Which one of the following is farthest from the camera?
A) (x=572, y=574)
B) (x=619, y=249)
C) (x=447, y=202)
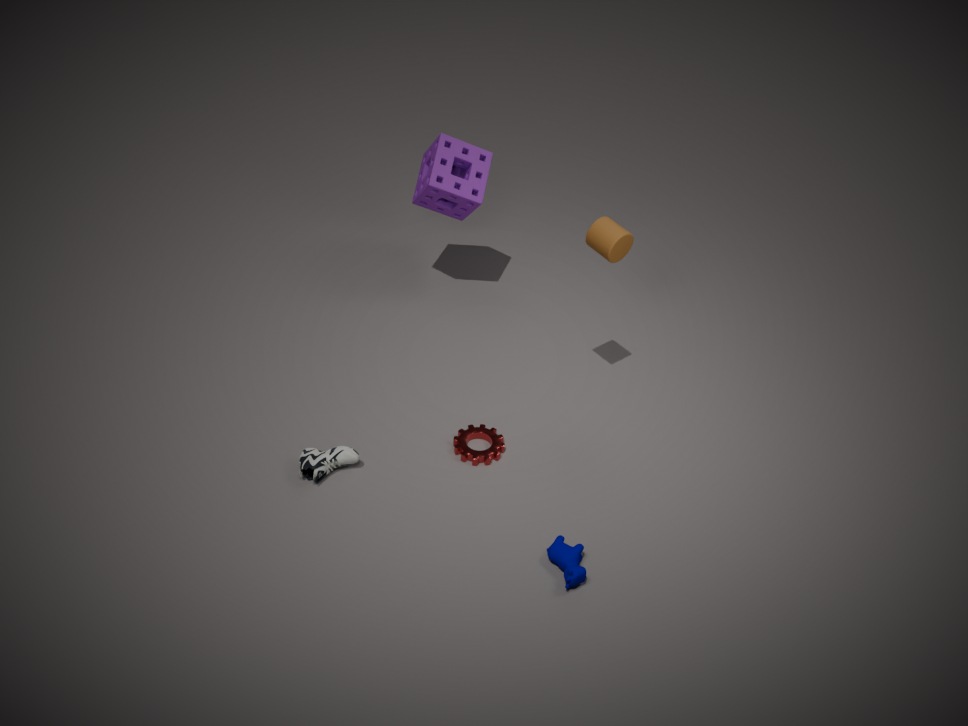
(x=447, y=202)
